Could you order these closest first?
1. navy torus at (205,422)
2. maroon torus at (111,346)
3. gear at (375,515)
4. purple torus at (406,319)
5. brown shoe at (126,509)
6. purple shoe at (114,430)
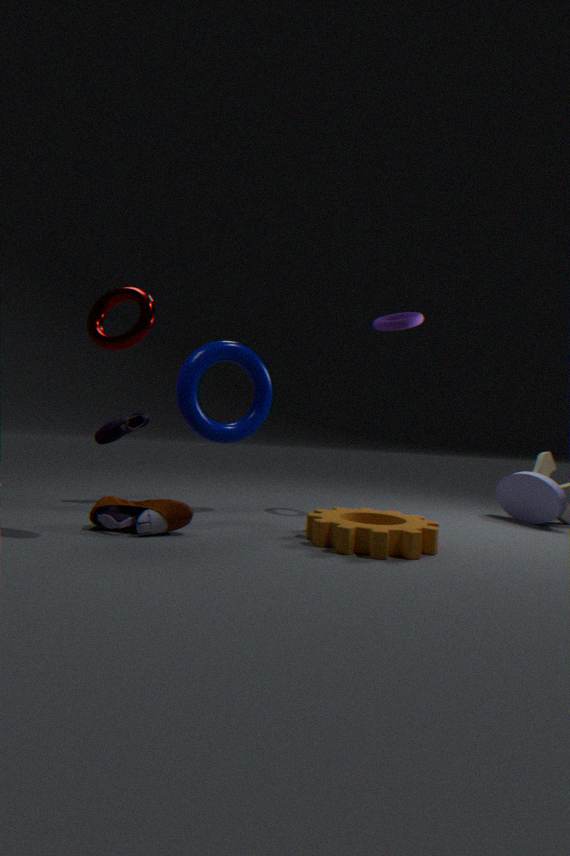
maroon torus at (111,346)
gear at (375,515)
brown shoe at (126,509)
navy torus at (205,422)
purple torus at (406,319)
purple shoe at (114,430)
